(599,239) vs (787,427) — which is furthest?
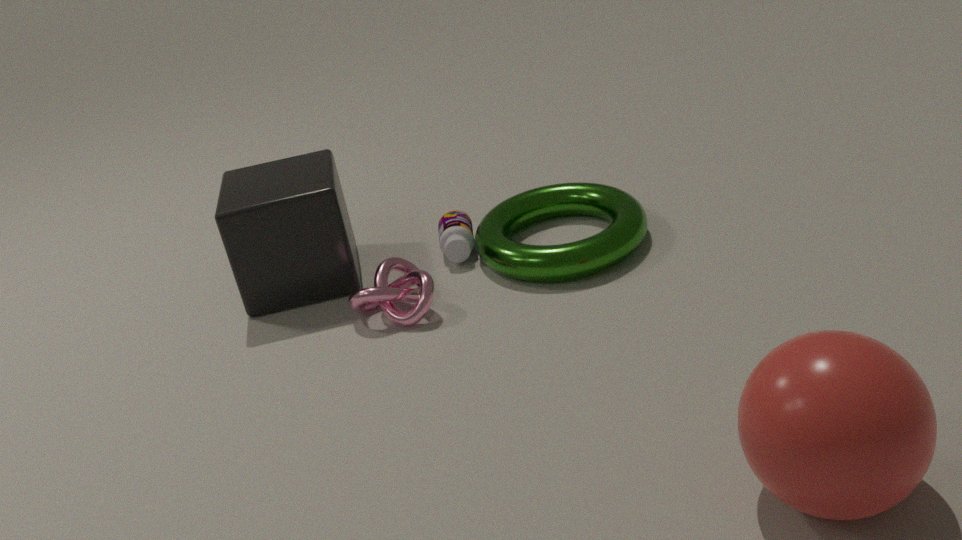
(599,239)
